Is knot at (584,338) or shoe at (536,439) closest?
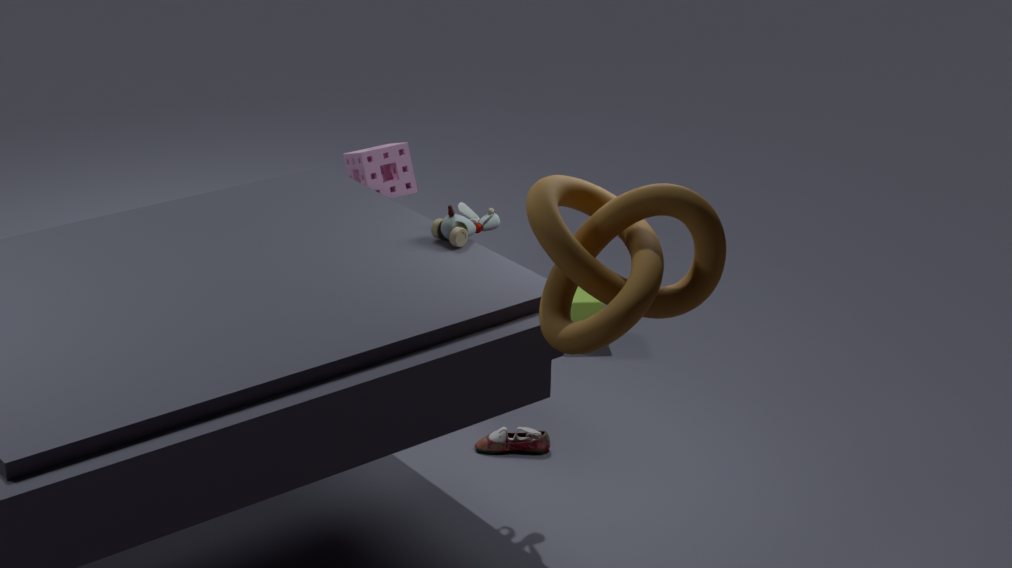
knot at (584,338)
